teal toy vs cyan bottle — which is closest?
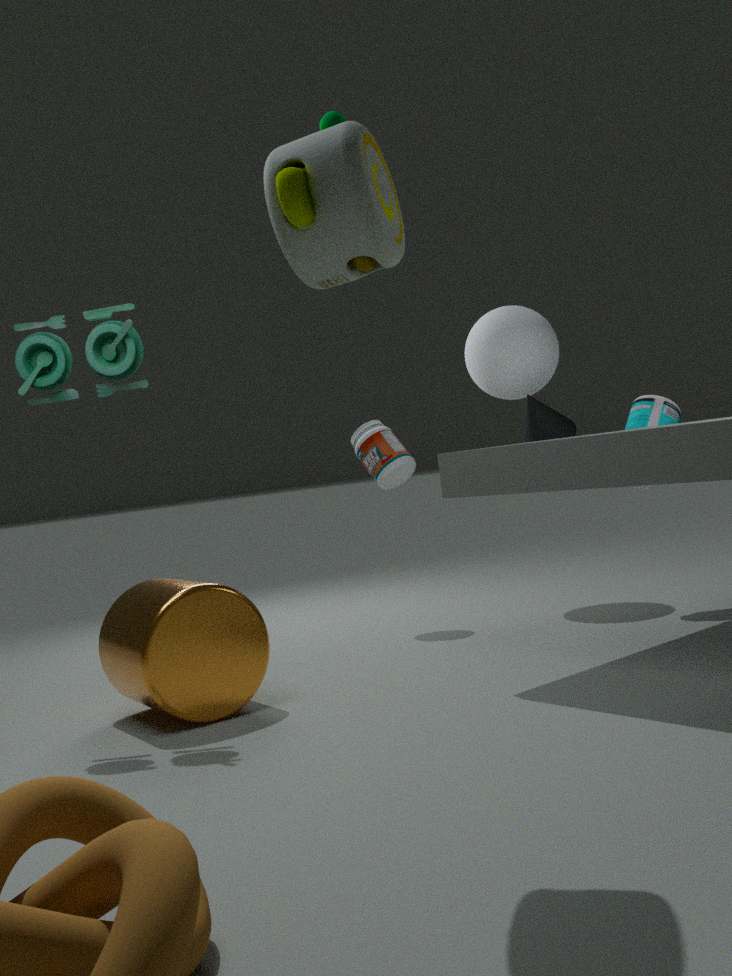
teal toy
